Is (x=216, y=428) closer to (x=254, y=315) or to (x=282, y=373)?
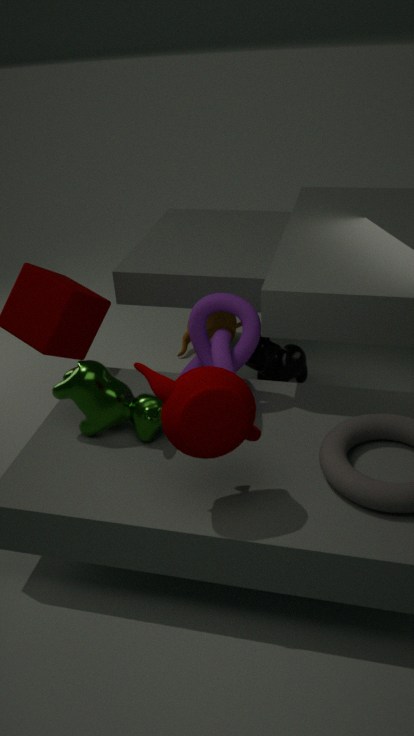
(x=254, y=315)
